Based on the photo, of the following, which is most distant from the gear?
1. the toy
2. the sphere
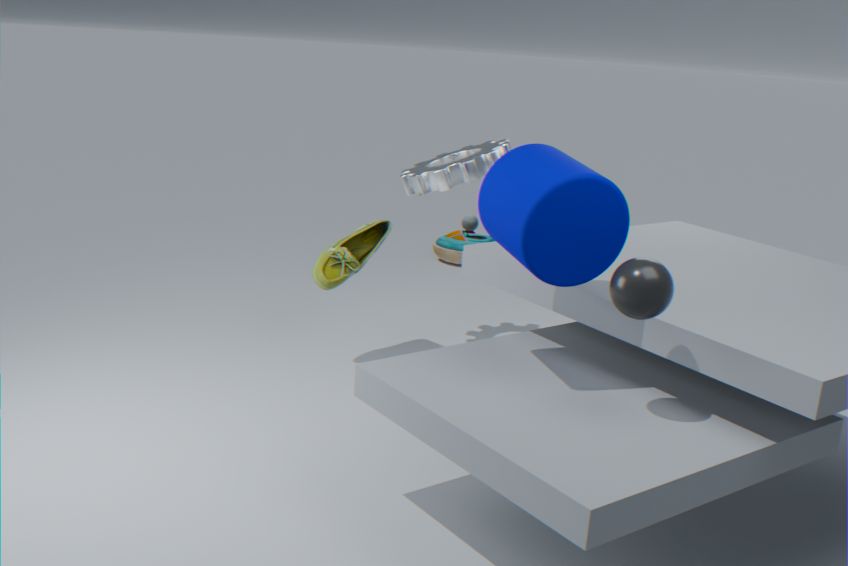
the sphere
